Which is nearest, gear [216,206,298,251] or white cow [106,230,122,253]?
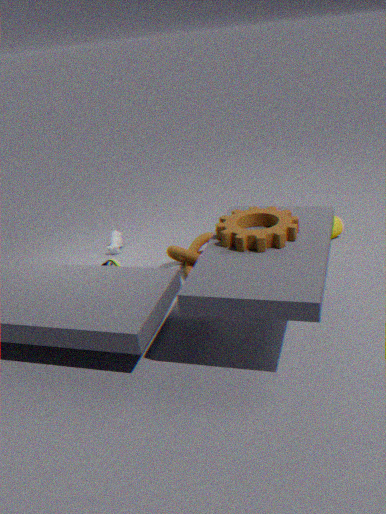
gear [216,206,298,251]
